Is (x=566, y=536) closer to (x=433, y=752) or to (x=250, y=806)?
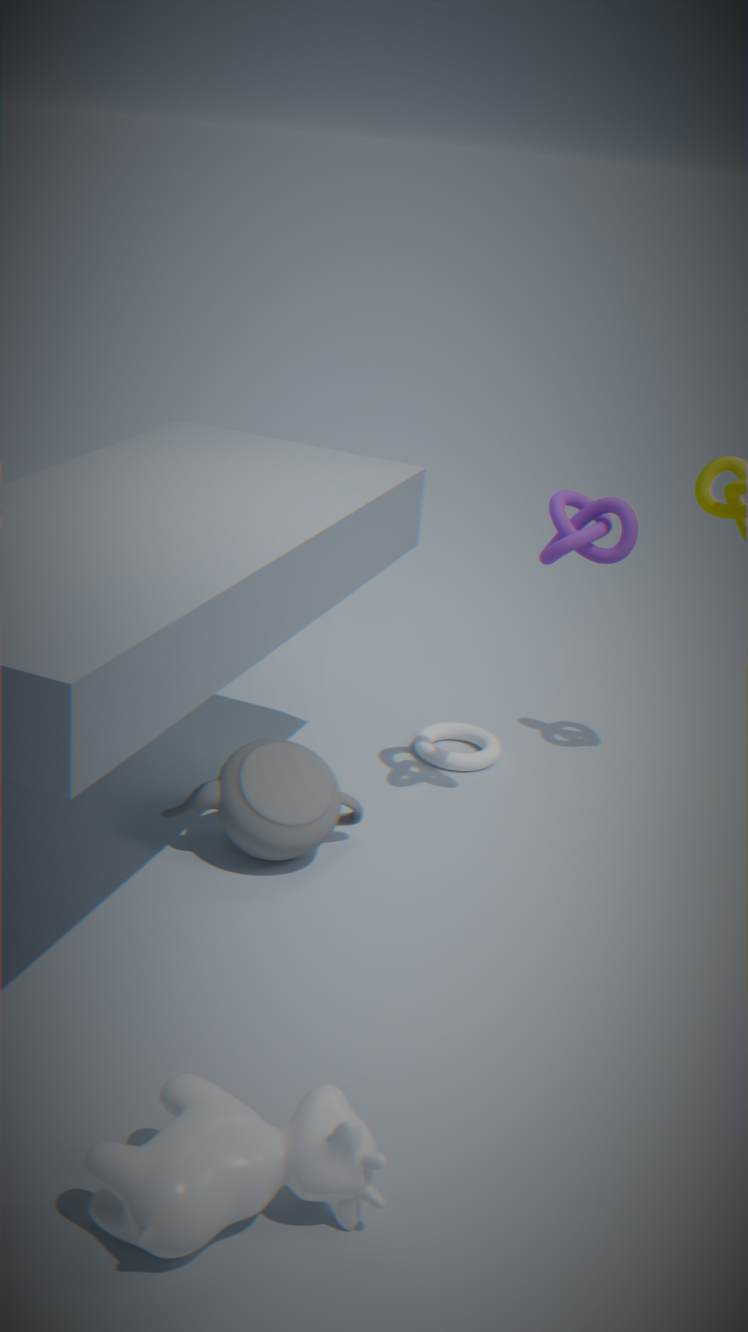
(x=433, y=752)
